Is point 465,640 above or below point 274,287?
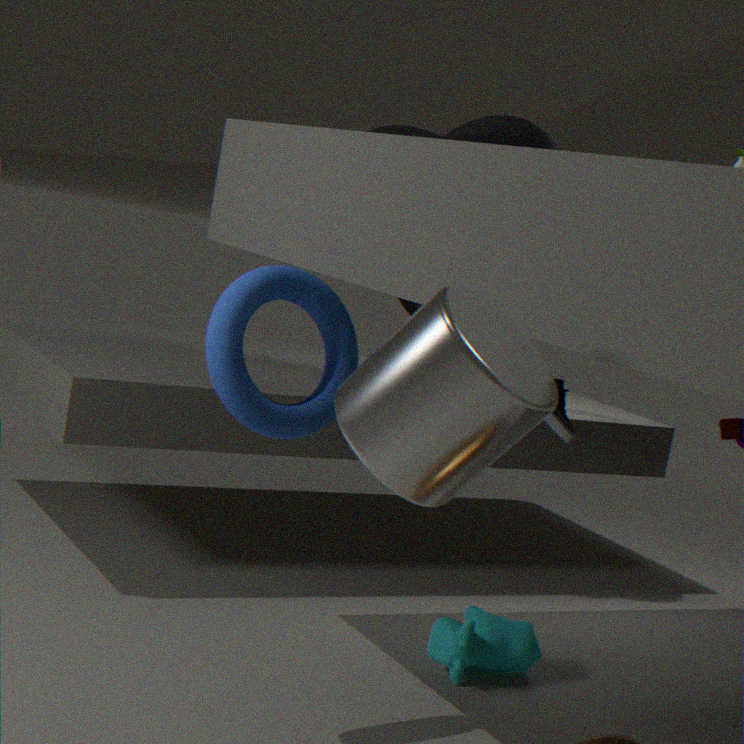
below
